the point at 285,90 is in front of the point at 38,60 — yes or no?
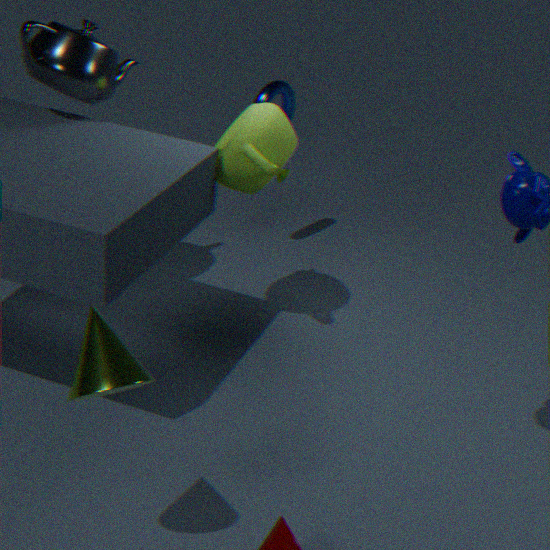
No
